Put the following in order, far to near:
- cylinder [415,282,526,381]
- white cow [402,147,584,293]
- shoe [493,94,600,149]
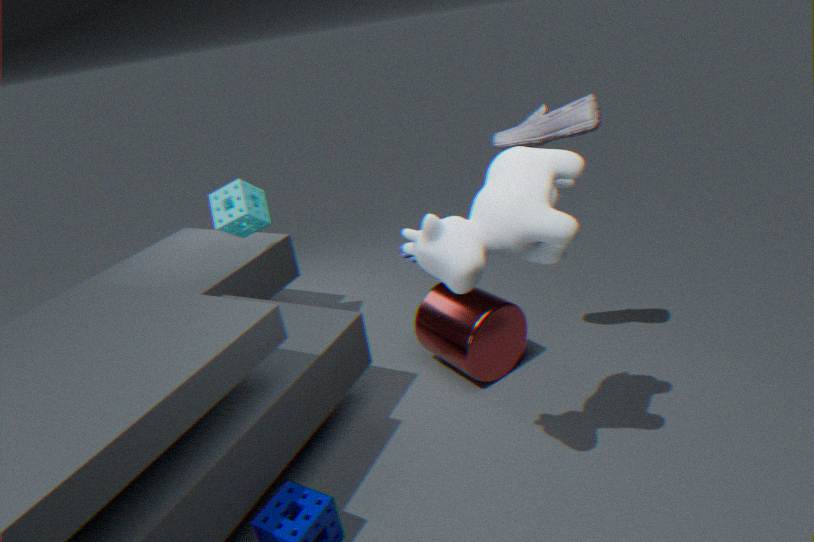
cylinder [415,282,526,381] < shoe [493,94,600,149] < white cow [402,147,584,293]
